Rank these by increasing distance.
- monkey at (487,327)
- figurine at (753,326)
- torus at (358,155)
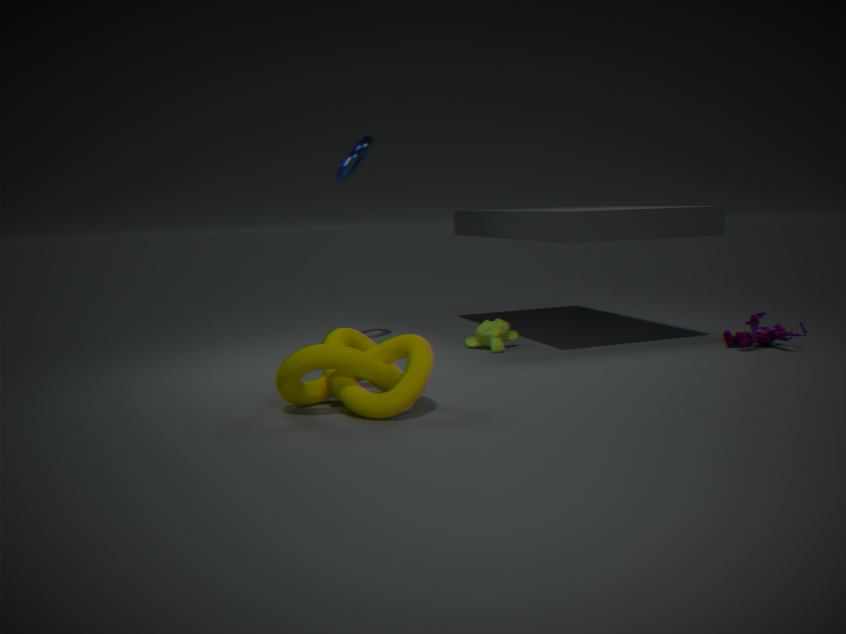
1. figurine at (753,326)
2. torus at (358,155)
3. monkey at (487,327)
